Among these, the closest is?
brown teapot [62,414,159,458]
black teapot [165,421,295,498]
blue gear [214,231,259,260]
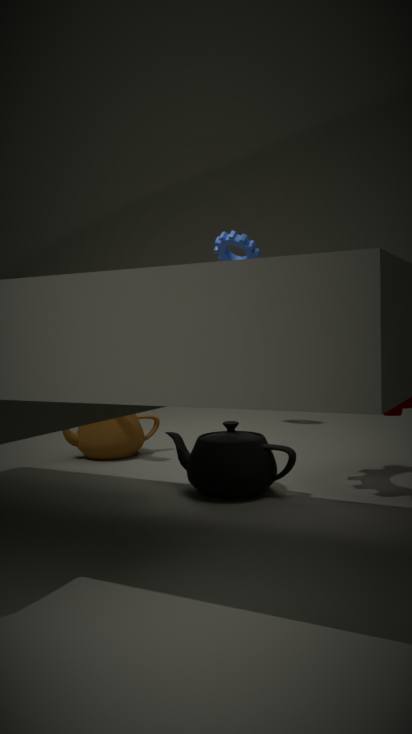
black teapot [165,421,295,498]
